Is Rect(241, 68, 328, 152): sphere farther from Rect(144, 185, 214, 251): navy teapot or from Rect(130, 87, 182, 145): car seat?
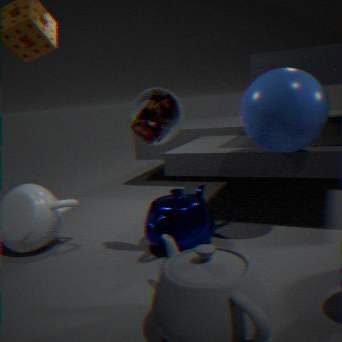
Rect(144, 185, 214, 251): navy teapot
